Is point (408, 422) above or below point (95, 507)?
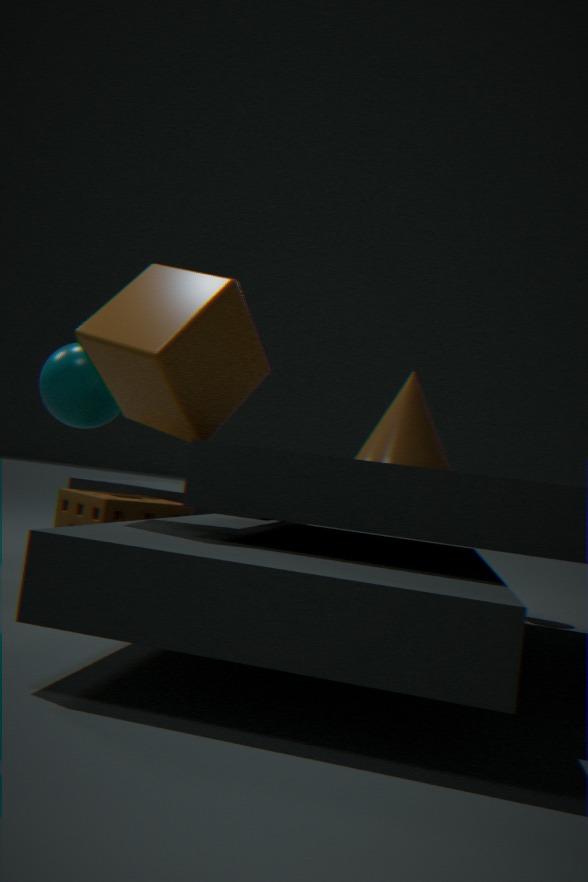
above
